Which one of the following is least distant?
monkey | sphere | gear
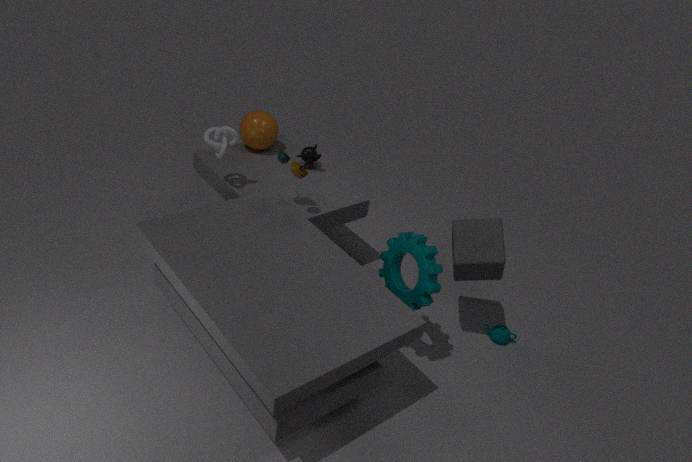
gear
